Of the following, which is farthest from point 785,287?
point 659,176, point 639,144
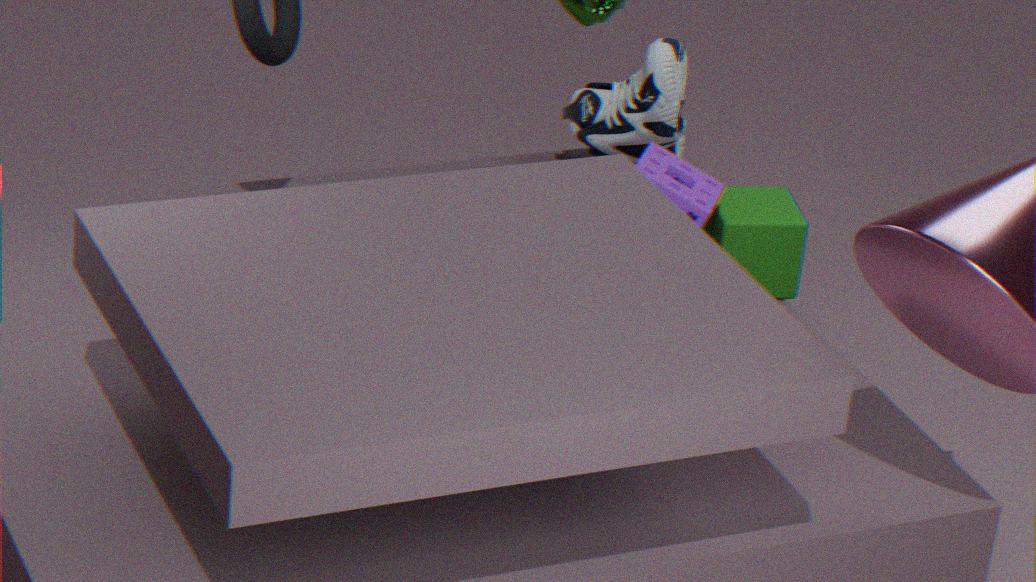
point 639,144
